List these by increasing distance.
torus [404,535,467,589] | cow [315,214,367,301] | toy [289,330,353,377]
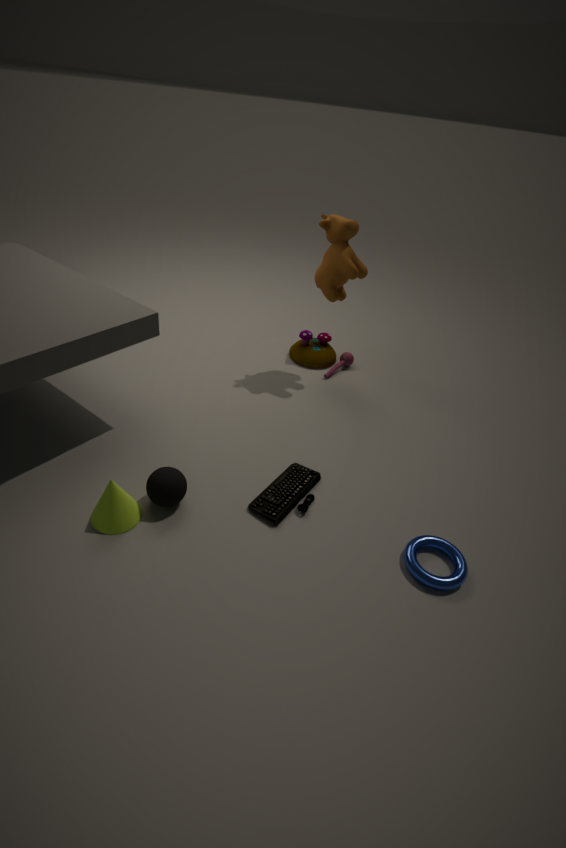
torus [404,535,467,589]
cow [315,214,367,301]
toy [289,330,353,377]
